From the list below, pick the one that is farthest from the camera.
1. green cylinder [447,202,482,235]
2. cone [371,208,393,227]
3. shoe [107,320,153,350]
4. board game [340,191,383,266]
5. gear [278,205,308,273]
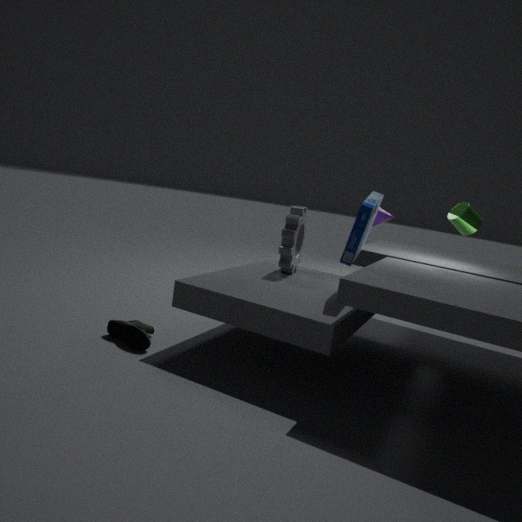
gear [278,205,308,273]
